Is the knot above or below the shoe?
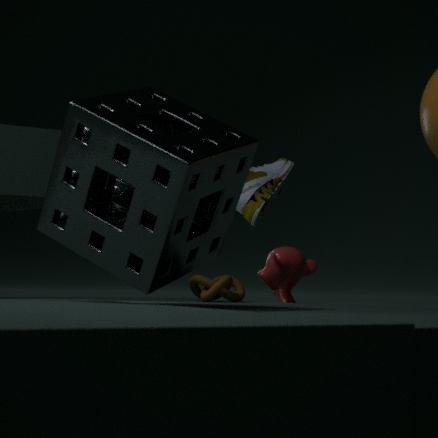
below
